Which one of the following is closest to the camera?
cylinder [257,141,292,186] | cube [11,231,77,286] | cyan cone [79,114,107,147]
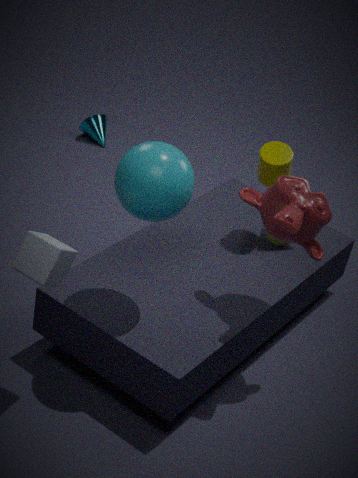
cube [11,231,77,286]
